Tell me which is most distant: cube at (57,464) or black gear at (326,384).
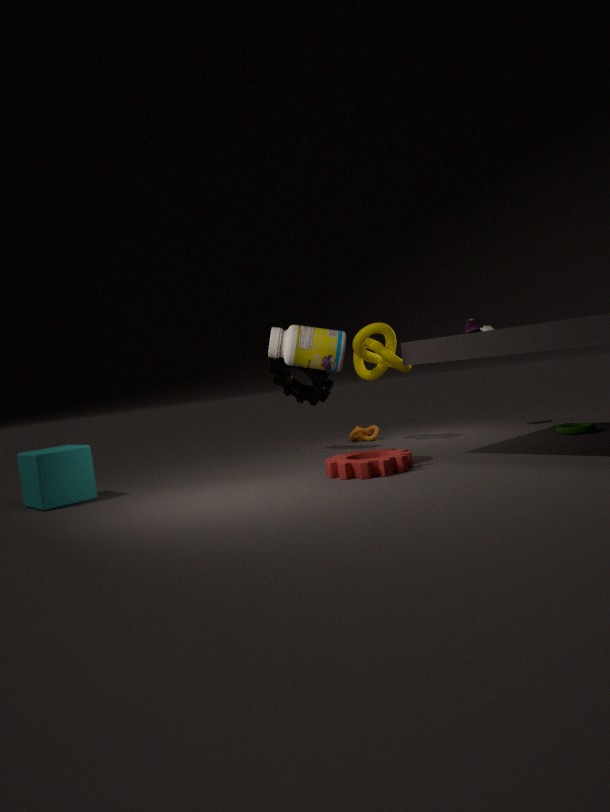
black gear at (326,384)
